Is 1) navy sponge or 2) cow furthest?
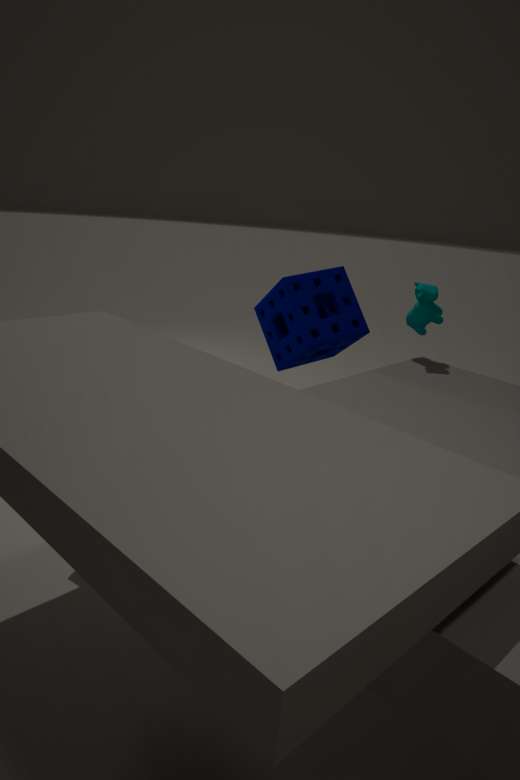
1. navy sponge
